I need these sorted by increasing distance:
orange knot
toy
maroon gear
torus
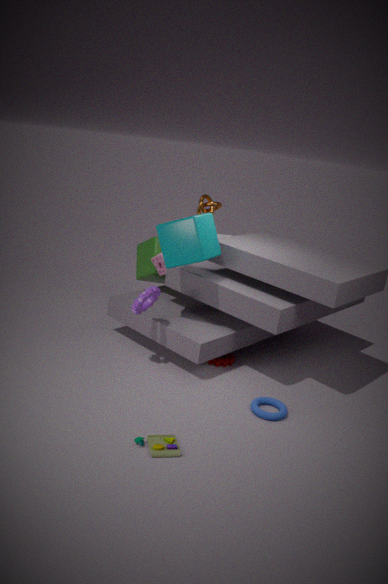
1. toy
2. torus
3. maroon gear
4. orange knot
